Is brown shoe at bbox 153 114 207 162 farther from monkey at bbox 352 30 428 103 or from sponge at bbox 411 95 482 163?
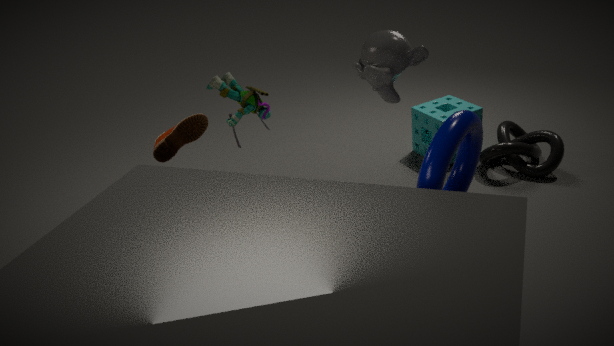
sponge at bbox 411 95 482 163
